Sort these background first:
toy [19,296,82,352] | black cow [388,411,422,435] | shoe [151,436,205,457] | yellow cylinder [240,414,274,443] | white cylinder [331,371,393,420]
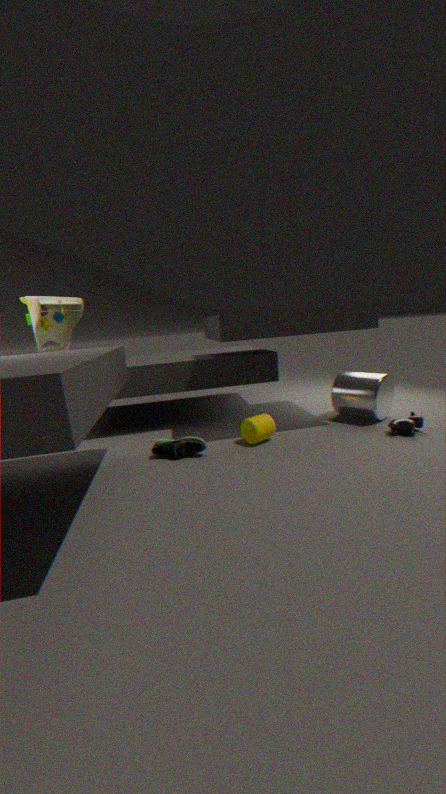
white cylinder [331,371,393,420]
toy [19,296,82,352]
yellow cylinder [240,414,274,443]
black cow [388,411,422,435]
shoe [151,436,205,457]
